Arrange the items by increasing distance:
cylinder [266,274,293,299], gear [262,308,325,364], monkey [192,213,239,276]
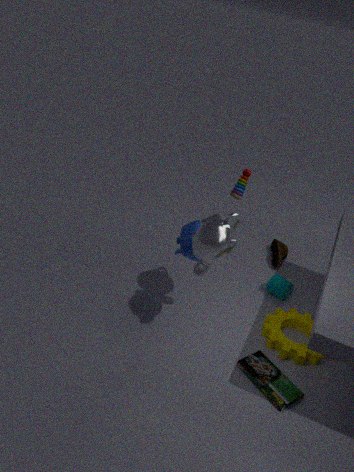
monkey [192,213,239,276] < gear [262,308,325,364] < cylinder [266,274,293,299]
